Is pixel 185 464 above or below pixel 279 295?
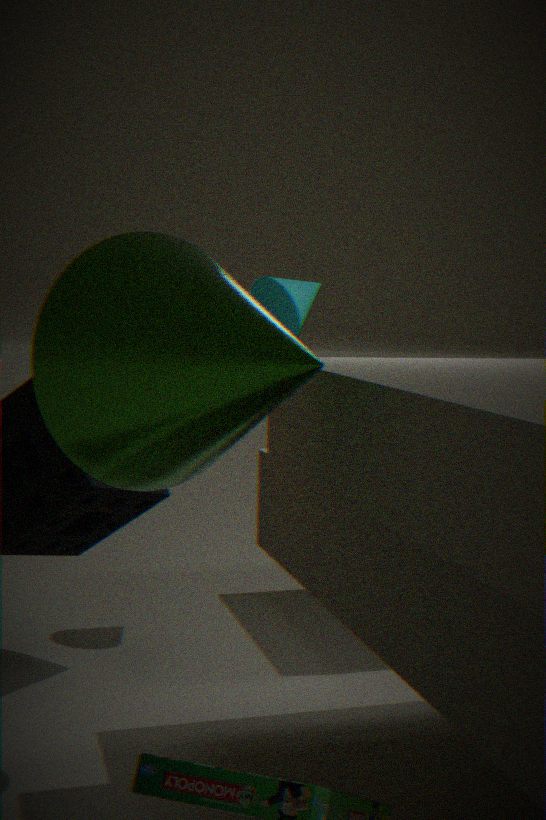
below
